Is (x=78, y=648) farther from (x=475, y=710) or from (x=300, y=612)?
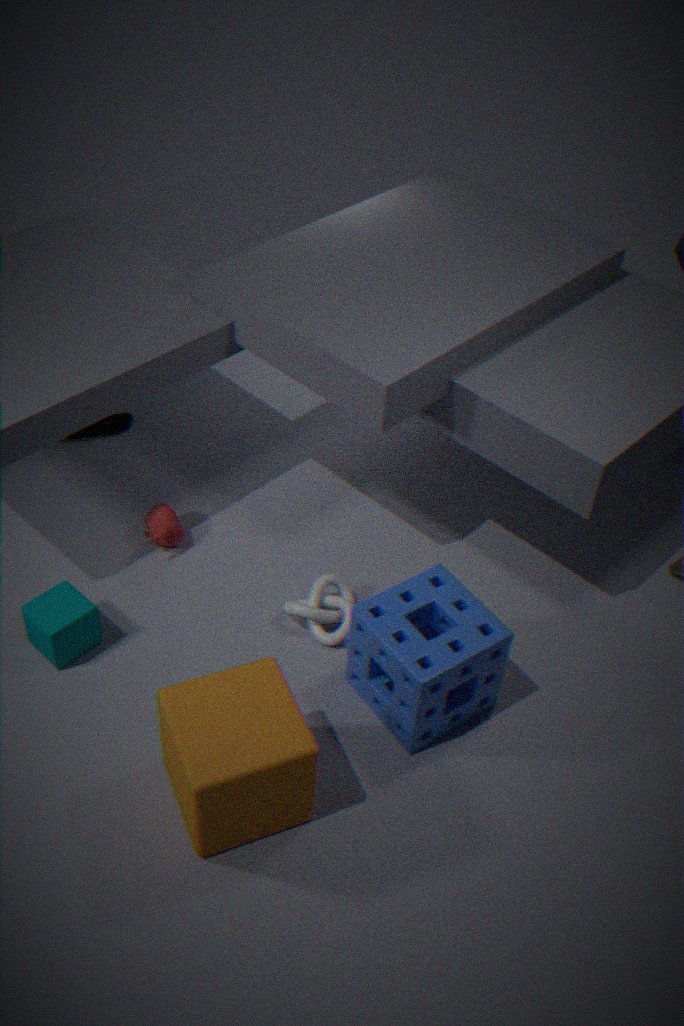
(x=475, y=710)
